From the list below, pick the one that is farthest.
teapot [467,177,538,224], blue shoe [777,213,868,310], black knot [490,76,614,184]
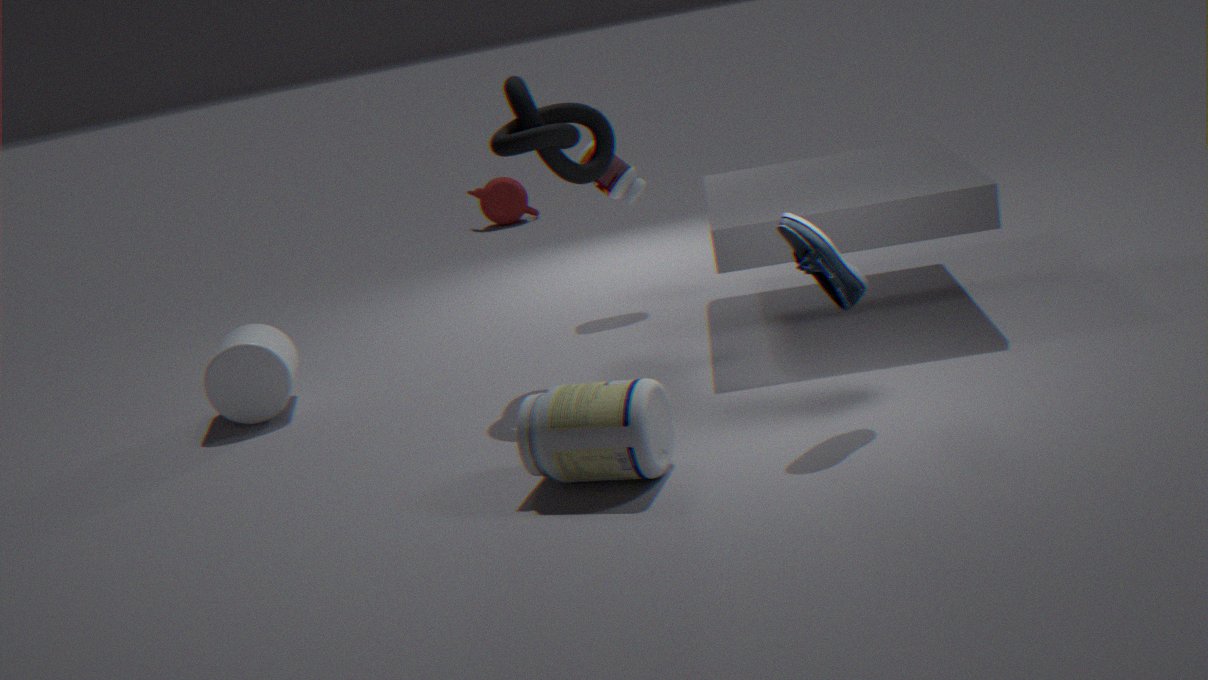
teapot [467,177,538,224]
